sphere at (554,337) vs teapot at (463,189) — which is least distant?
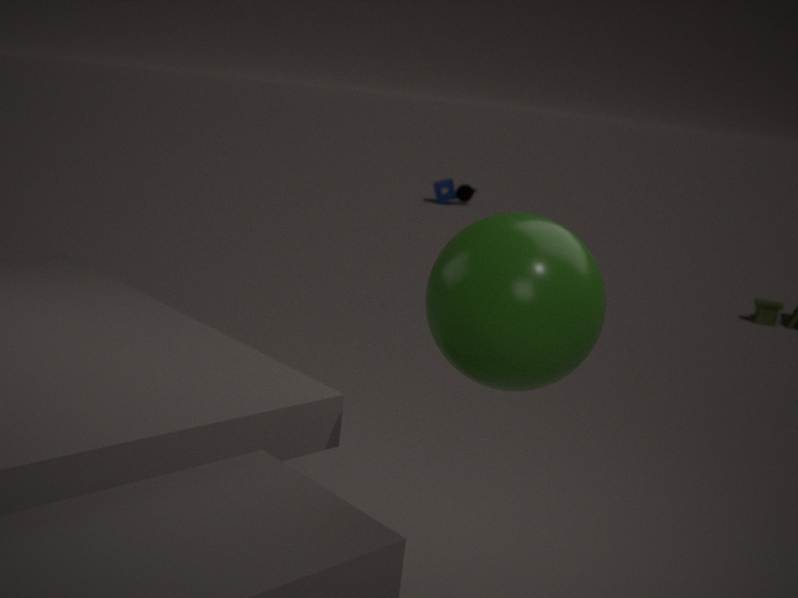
sphere at (554,337)
